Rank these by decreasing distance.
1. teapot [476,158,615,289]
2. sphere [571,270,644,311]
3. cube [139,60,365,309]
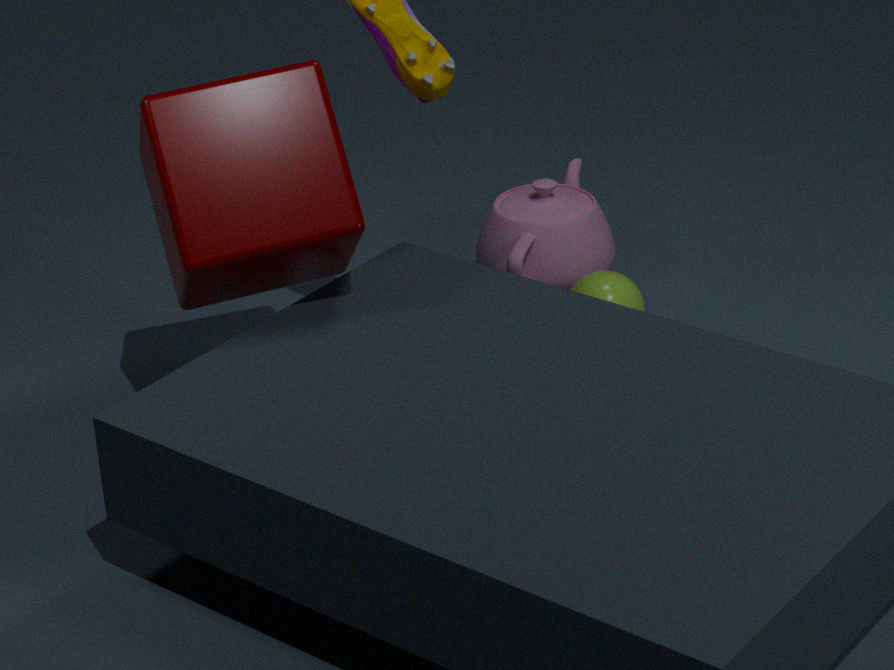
1. teapot [476,158,615,289]
2. sphere [571,270,644,311]
3. cube [139,60,365,309]
